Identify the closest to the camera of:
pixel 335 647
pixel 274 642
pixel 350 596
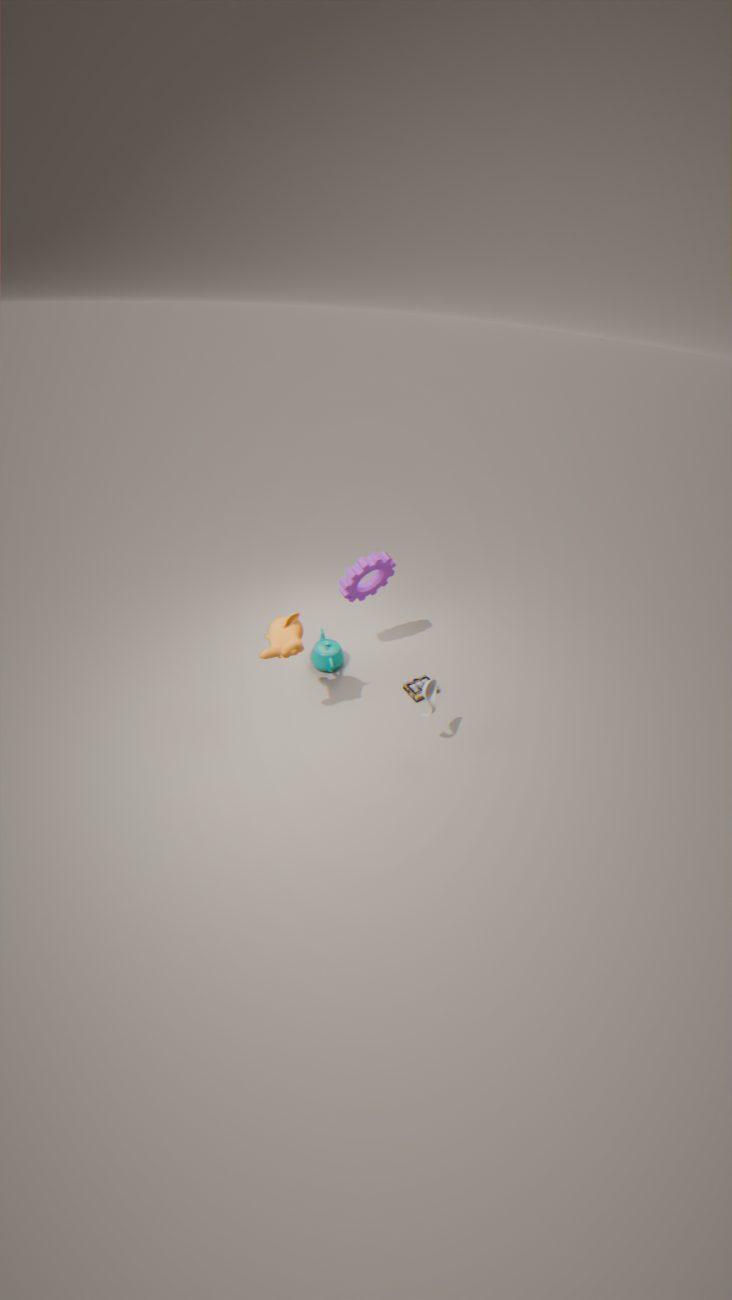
pixel 274 642
